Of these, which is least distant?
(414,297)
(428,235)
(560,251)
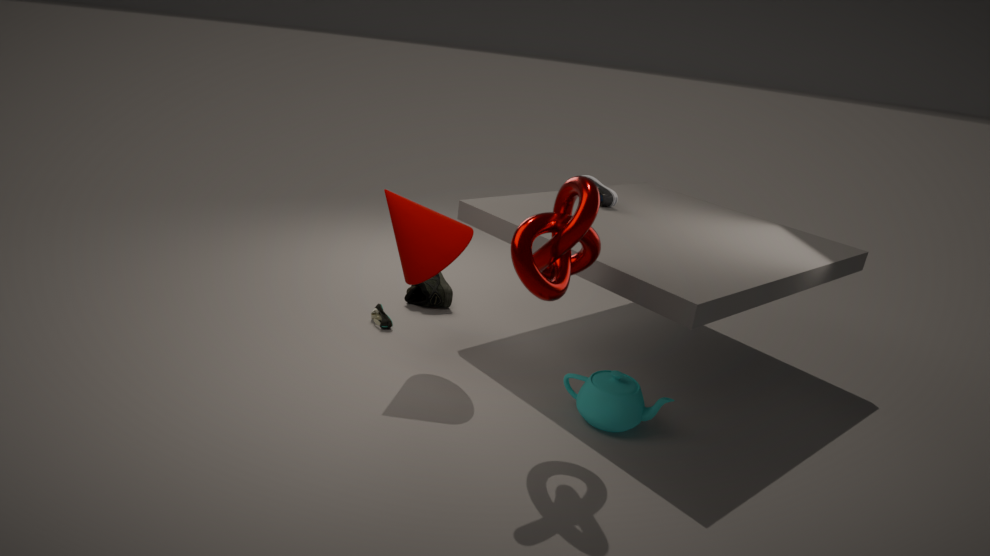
(560,251)
